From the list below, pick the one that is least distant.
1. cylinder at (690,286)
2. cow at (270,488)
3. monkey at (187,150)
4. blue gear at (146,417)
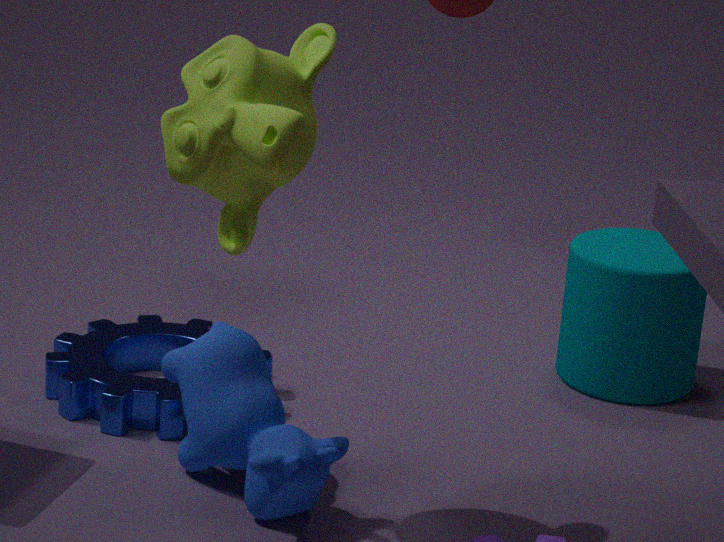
monkey at (187,150)
